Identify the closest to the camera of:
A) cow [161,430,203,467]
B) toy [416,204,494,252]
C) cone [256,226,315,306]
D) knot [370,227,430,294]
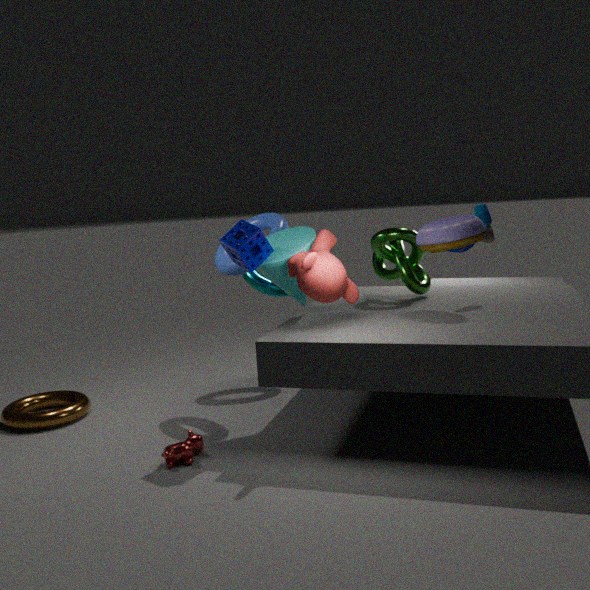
cow [161,430,203,467]
